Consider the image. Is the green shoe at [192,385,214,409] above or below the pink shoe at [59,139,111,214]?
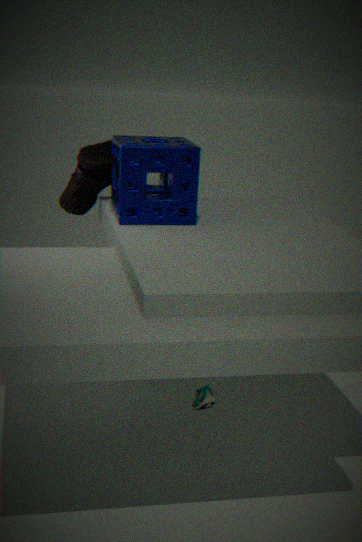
below
